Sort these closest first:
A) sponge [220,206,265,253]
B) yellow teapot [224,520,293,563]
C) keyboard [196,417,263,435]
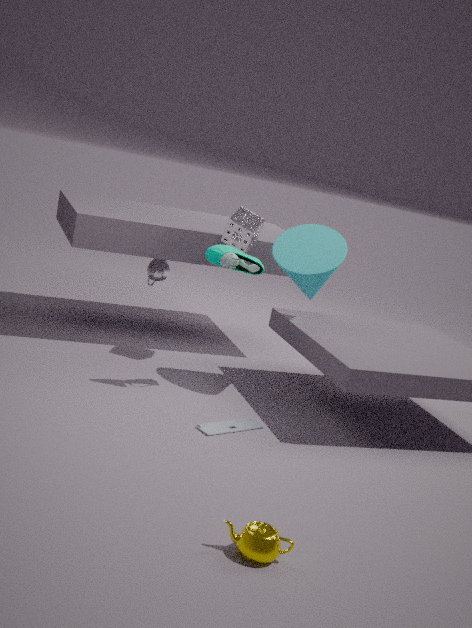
yellow teapot [224,520,293,563] < keyboard [196,417,263,435] < sponge [220,206,265,253]
